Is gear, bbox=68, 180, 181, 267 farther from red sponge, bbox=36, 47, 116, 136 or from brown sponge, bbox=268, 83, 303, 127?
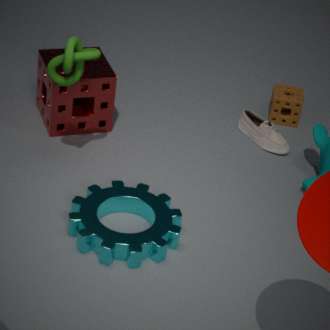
brown sponge, bbox=268, 83, 303, 127
